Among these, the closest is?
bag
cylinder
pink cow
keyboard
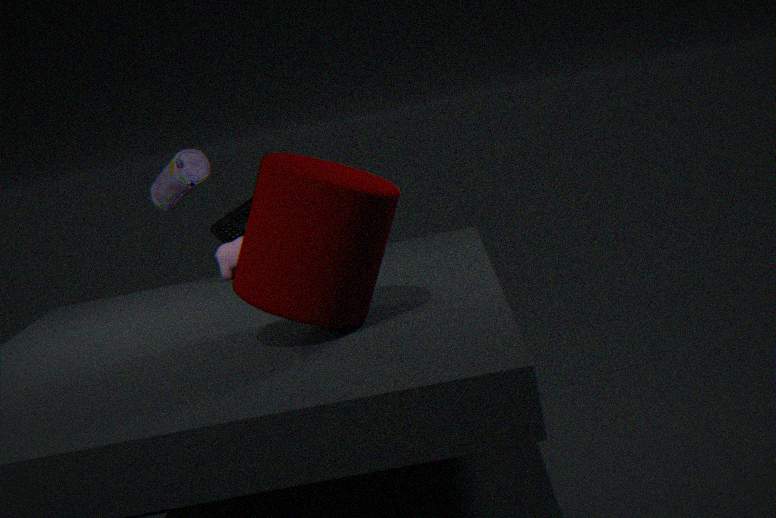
cylinder
